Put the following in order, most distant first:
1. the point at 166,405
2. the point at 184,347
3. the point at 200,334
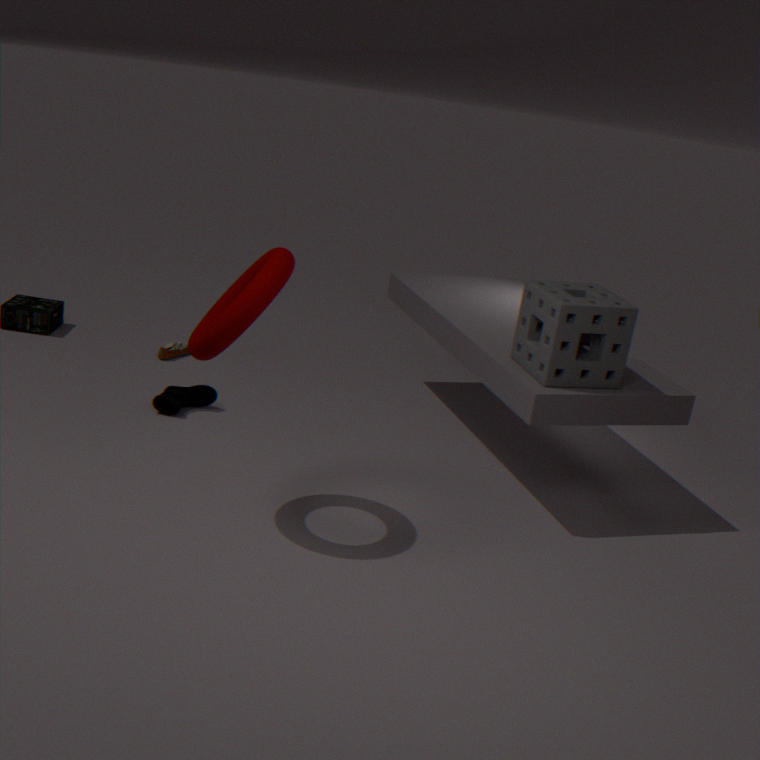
the point at 184,347 → the point at 166,405 → the point at 200,334
